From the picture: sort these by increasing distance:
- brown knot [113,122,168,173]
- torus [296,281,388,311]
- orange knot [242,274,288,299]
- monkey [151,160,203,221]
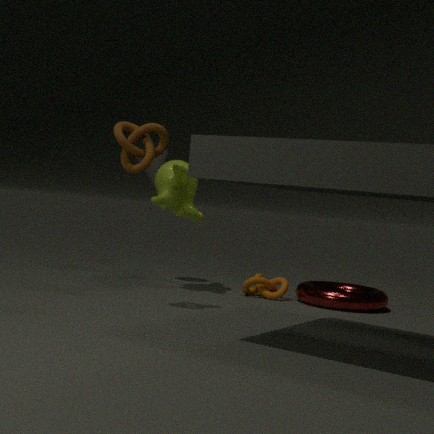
brown knot [113,122,168,173]
torus [296,281,388,311]
monkey [151,160,203,221]
orange knot [242,274,288,299]
